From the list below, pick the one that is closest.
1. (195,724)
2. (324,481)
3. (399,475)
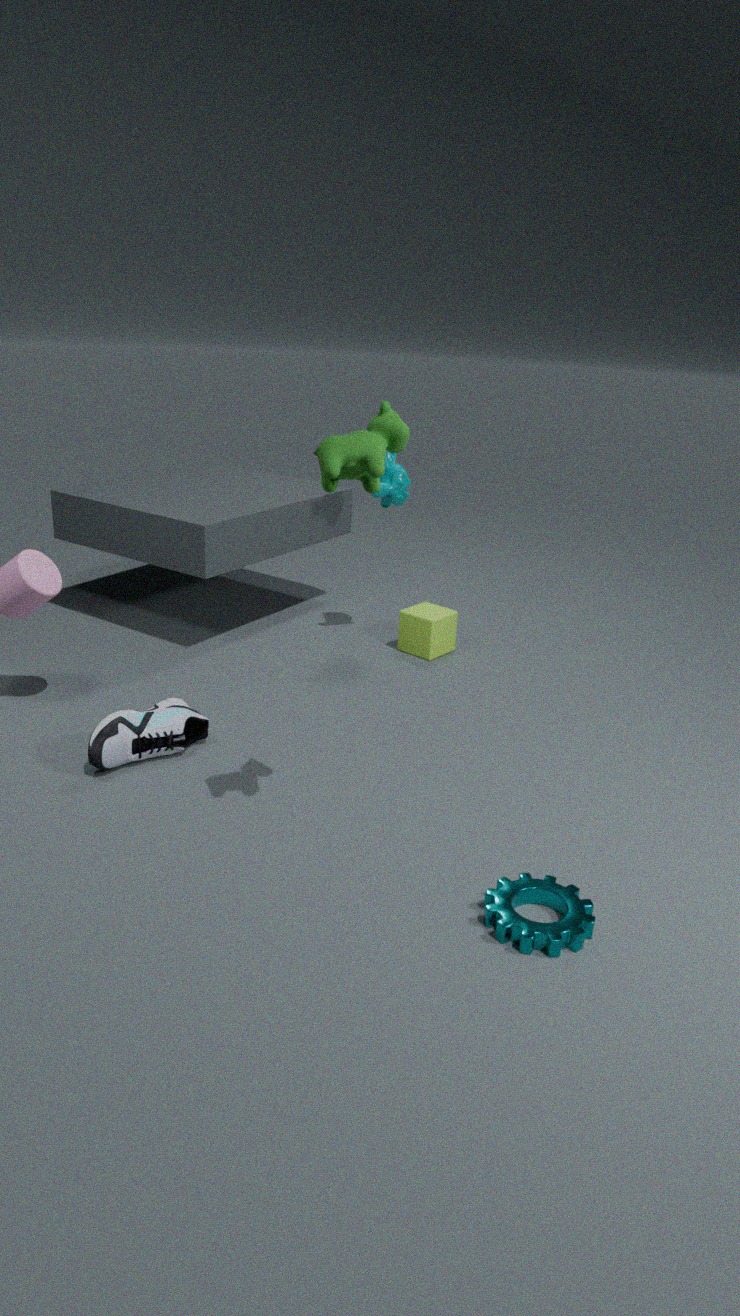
(324,481)
